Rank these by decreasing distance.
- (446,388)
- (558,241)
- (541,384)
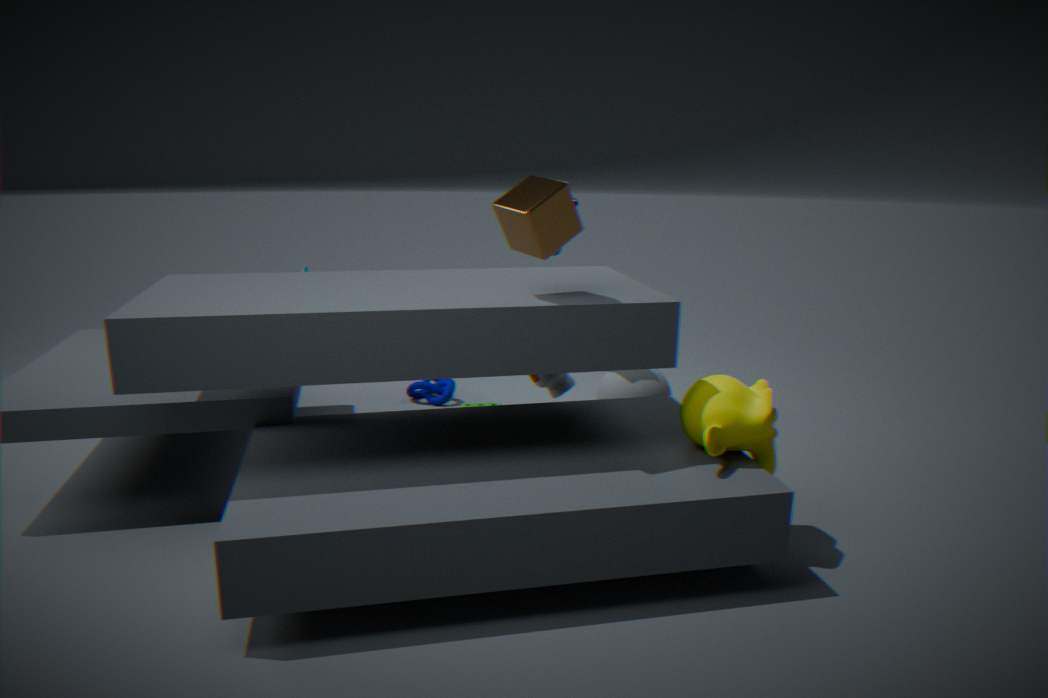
1. (446,388)
2. (541,384)
3. (558,241)
